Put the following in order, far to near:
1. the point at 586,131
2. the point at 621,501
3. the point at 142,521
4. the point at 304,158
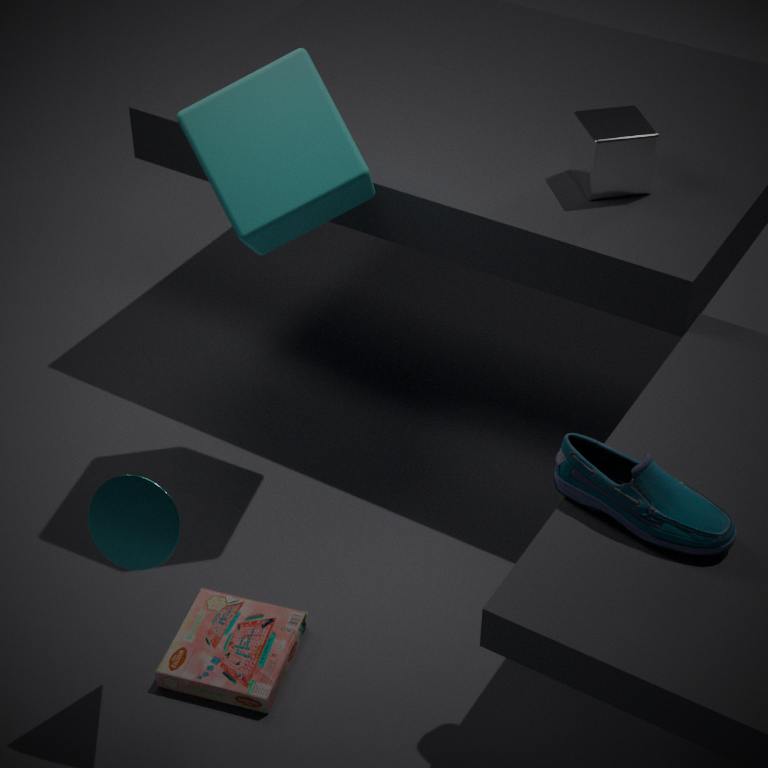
the point at 586,131 → the point at 304,158 → the point at 142,521 → the point at 621,501
